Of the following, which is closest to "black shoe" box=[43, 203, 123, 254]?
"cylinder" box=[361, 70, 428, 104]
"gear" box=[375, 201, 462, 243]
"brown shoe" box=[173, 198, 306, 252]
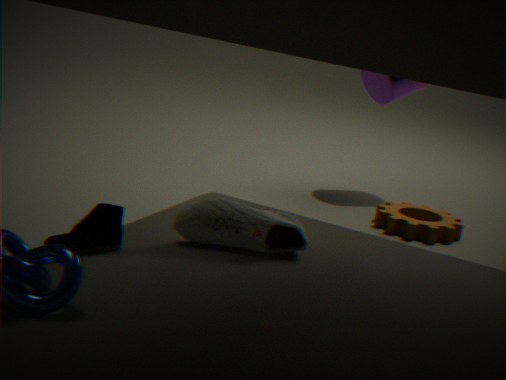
"brown shoe" box=[173, 198, 306, 252]
